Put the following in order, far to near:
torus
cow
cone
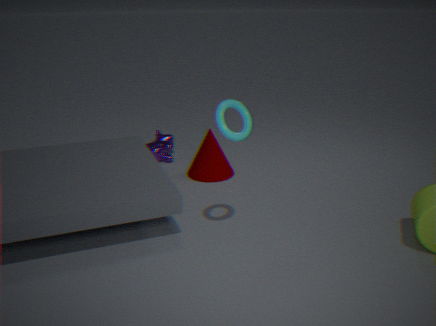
cow
cone
torus
